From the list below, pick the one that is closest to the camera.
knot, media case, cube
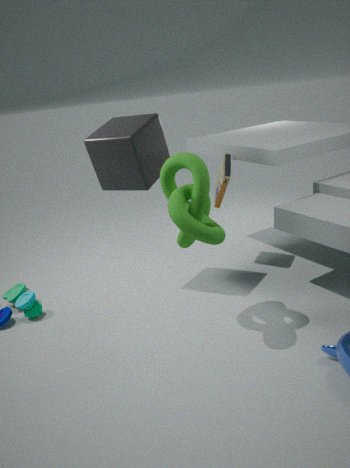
knot
